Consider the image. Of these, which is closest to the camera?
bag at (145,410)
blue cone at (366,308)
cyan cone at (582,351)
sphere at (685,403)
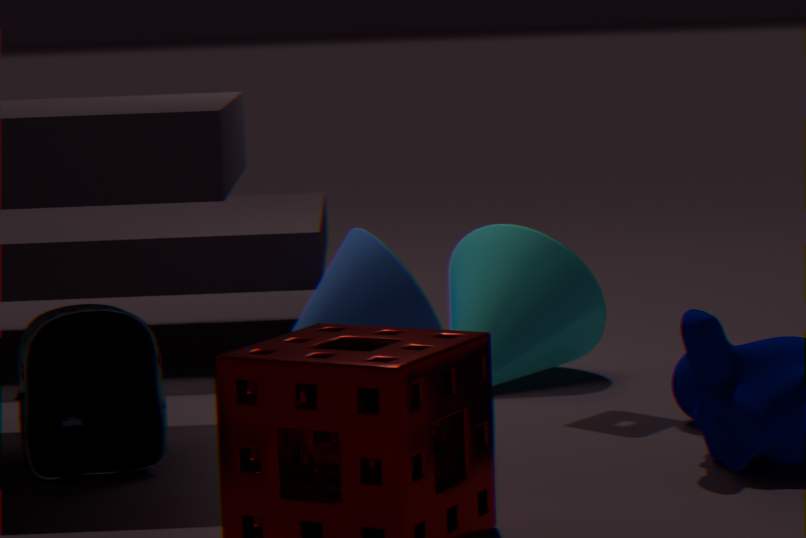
bag at (145,410)
